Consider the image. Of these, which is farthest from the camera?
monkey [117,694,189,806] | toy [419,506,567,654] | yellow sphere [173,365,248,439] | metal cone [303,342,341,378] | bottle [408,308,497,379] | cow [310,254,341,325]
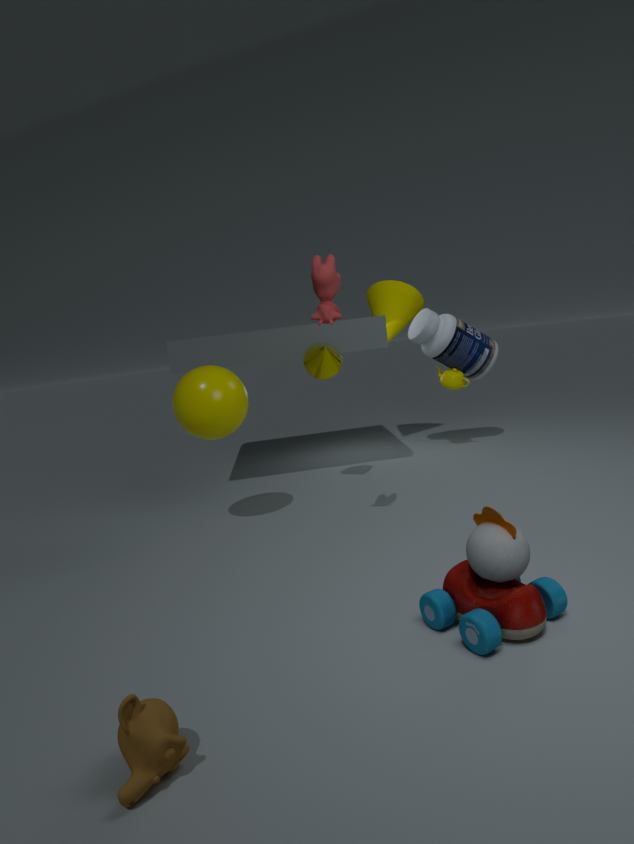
bottle [408,308,497,379]
